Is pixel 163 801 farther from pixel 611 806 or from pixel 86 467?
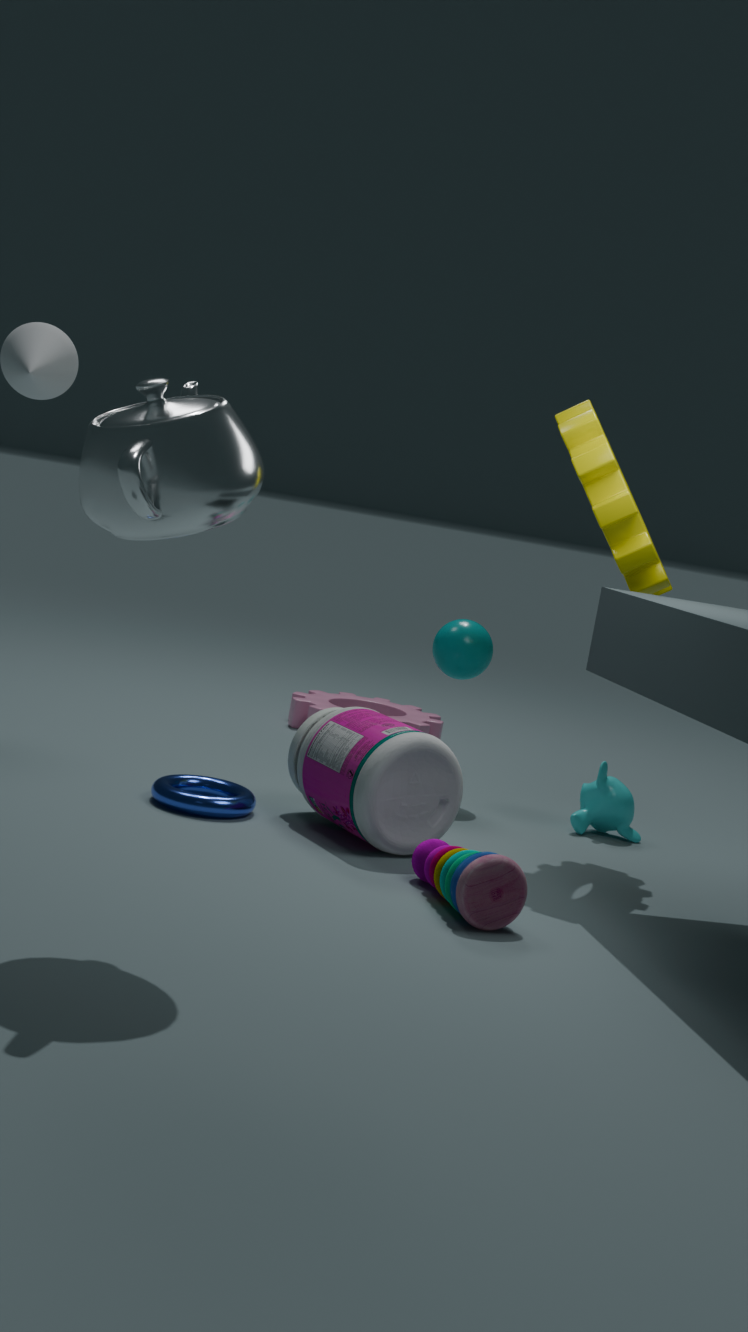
pixel 86 467
